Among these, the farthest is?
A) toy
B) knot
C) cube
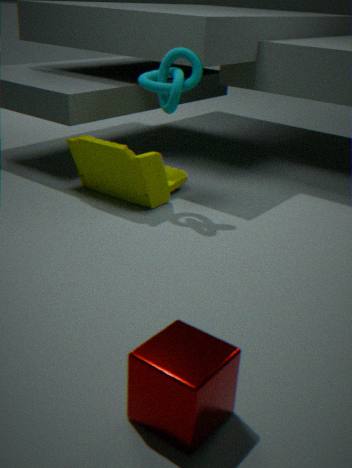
toy
